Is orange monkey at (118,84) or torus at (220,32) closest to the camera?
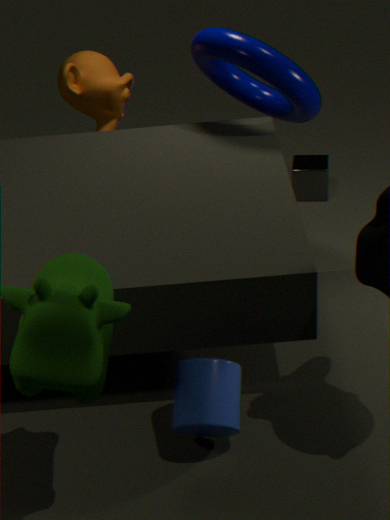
torus at (220,32)
